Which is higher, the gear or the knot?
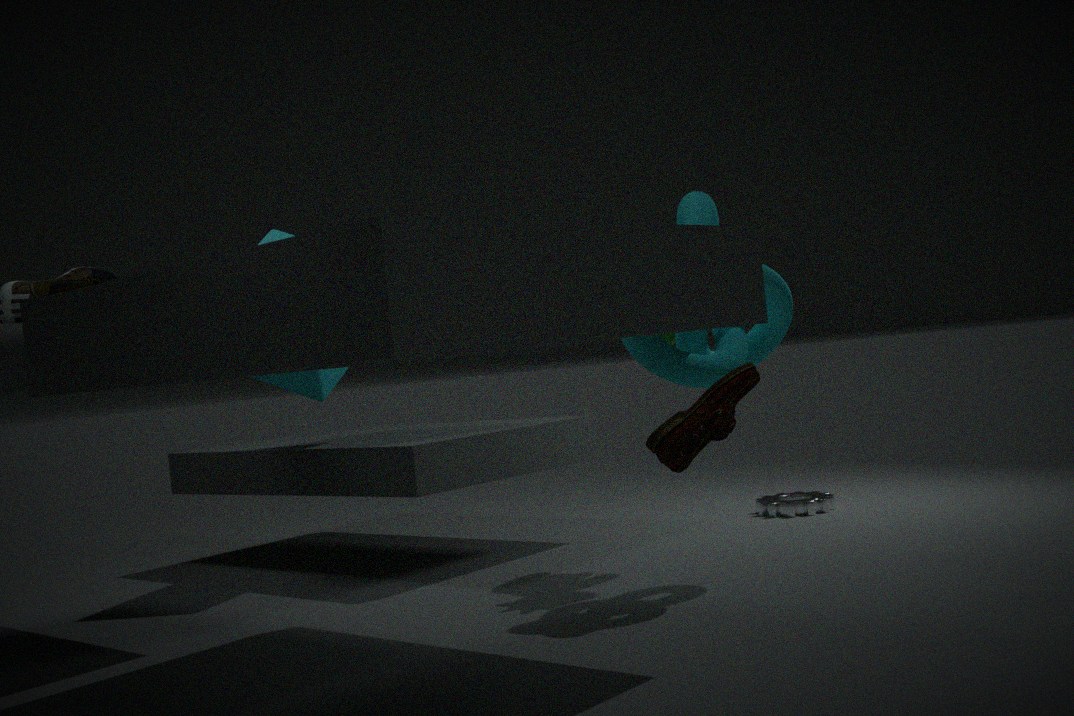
the knot
